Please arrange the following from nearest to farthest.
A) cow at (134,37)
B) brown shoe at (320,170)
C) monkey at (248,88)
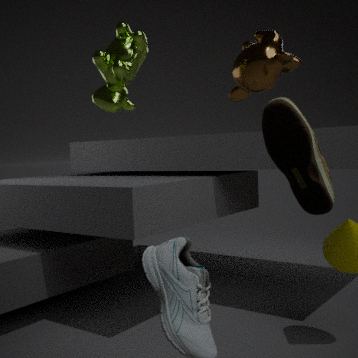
brown shoe at (320,170) < monkey at (248,88) < cow at (134,37)
